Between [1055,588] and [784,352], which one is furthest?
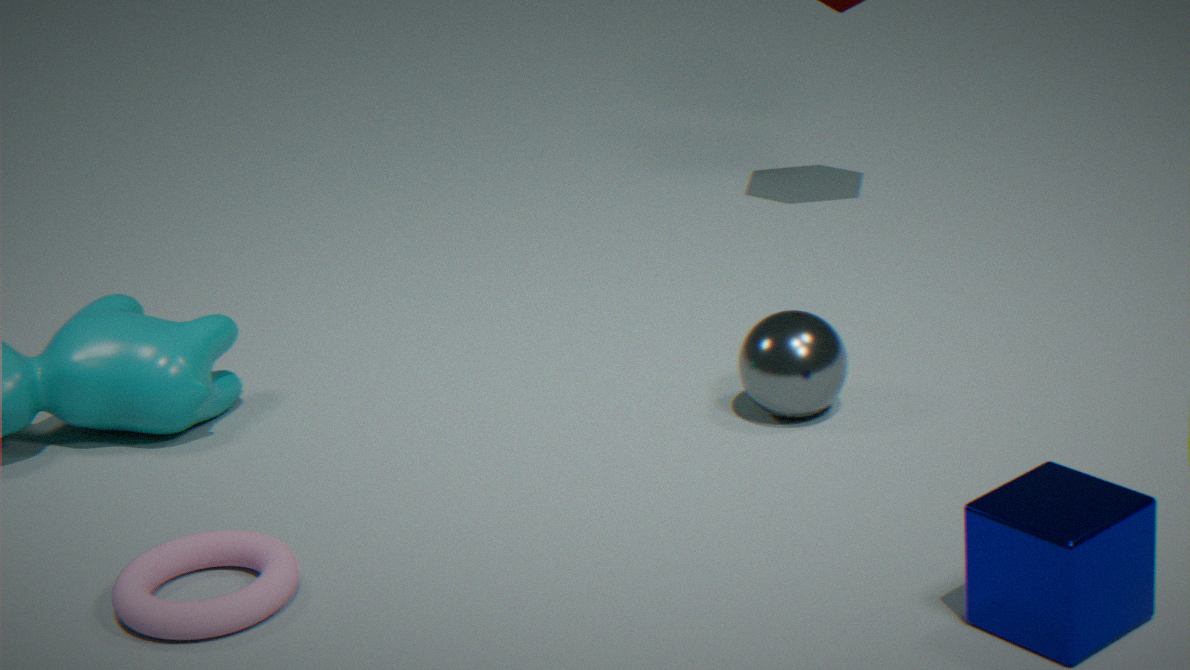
[784,352]
